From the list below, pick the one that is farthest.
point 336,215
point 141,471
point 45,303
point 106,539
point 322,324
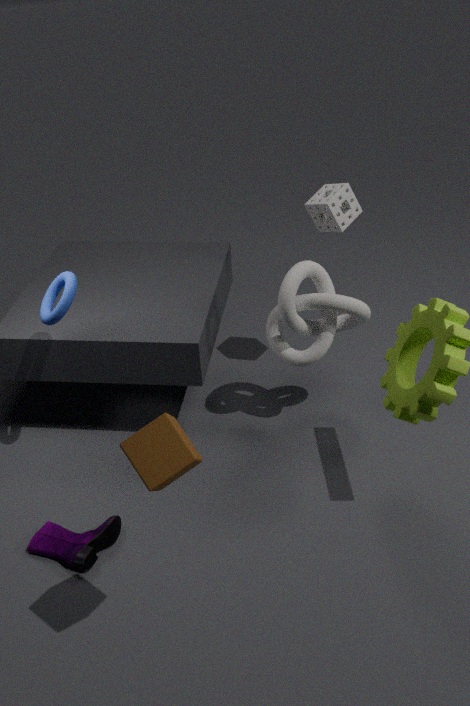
point 336,215
